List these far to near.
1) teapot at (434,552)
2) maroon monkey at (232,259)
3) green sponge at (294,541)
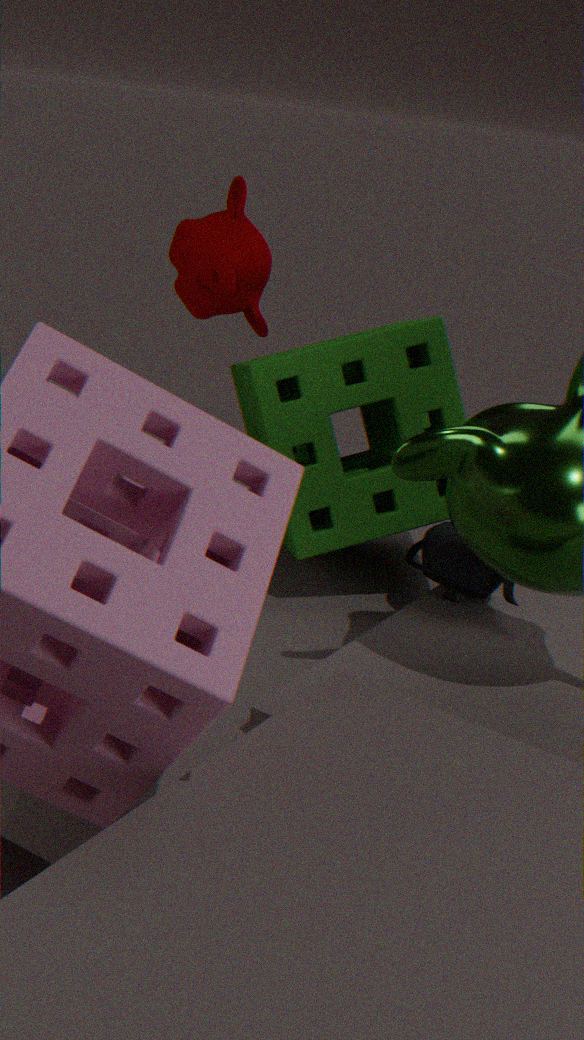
3. green sponge at (294,541), 1. teapot at (434,552), 2. maroon monkey at (232,259)
